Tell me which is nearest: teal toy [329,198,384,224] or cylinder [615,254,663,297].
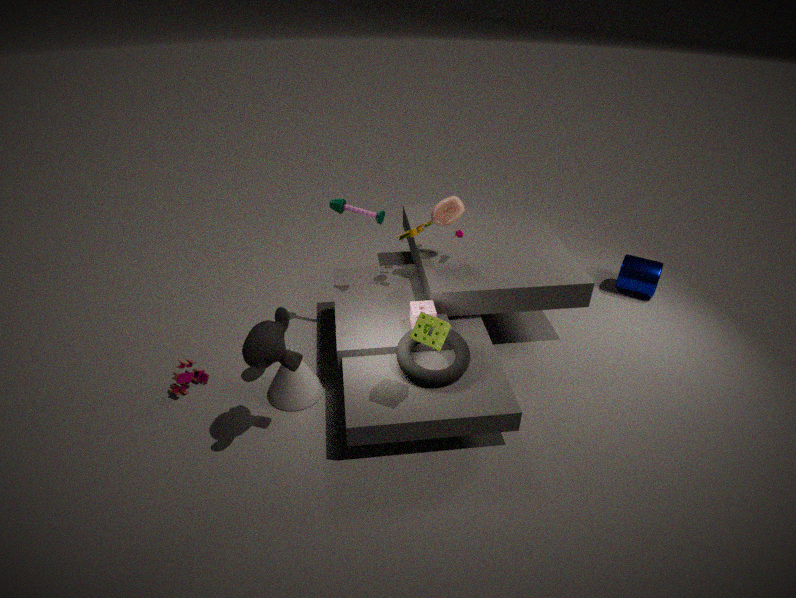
teal toy [329,198,384,224]
